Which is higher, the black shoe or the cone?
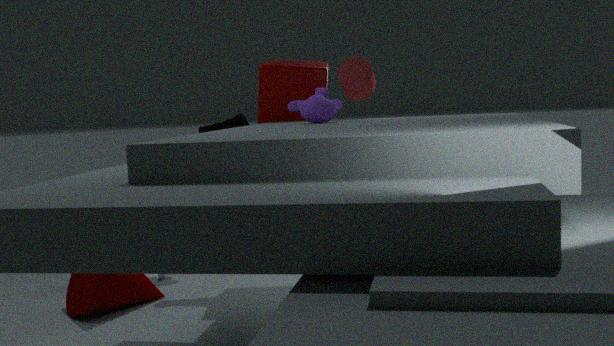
the black shoe
